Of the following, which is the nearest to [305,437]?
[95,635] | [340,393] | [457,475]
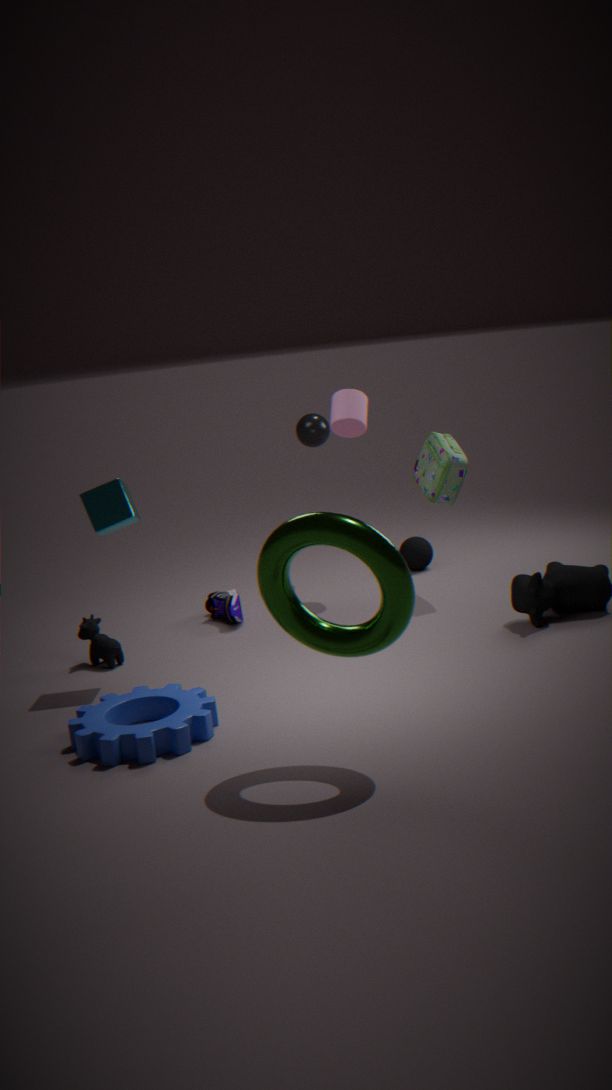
[340,393]
